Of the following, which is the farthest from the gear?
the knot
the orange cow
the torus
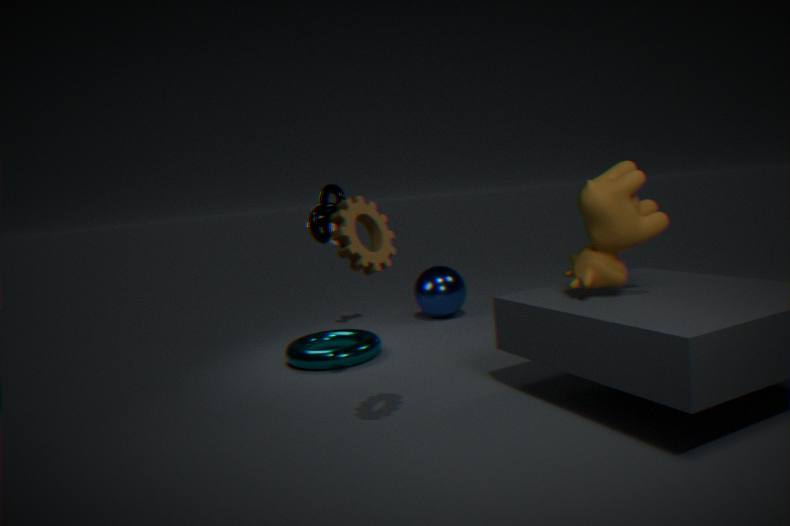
the torus
